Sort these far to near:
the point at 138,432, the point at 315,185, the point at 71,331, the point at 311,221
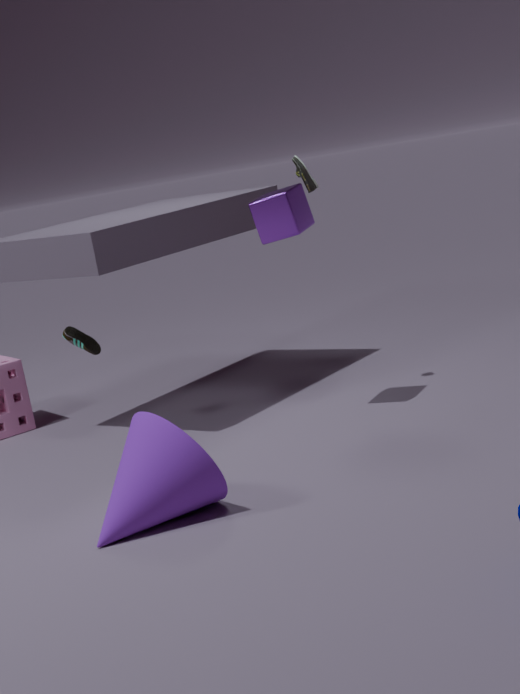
the point at 71,331 → the point at 315,185 → the point at 311,221 → the point at 138,432
